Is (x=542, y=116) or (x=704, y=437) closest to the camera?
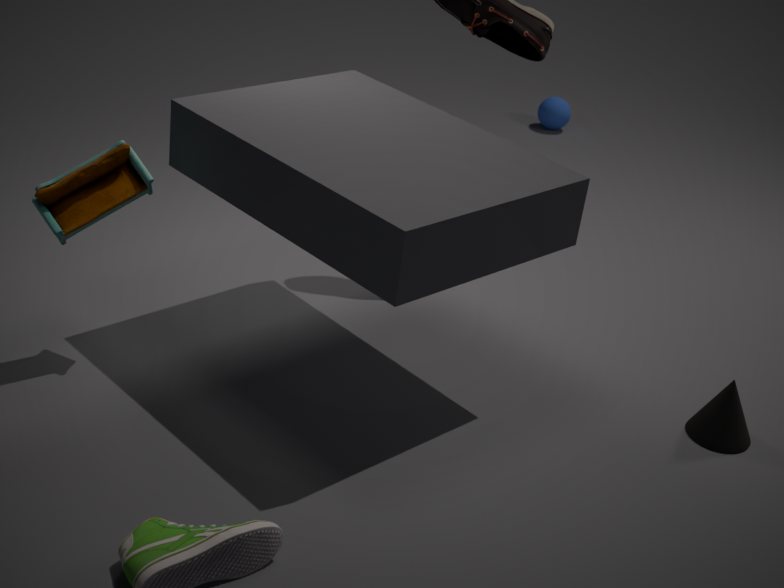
(x=704, y=437)
